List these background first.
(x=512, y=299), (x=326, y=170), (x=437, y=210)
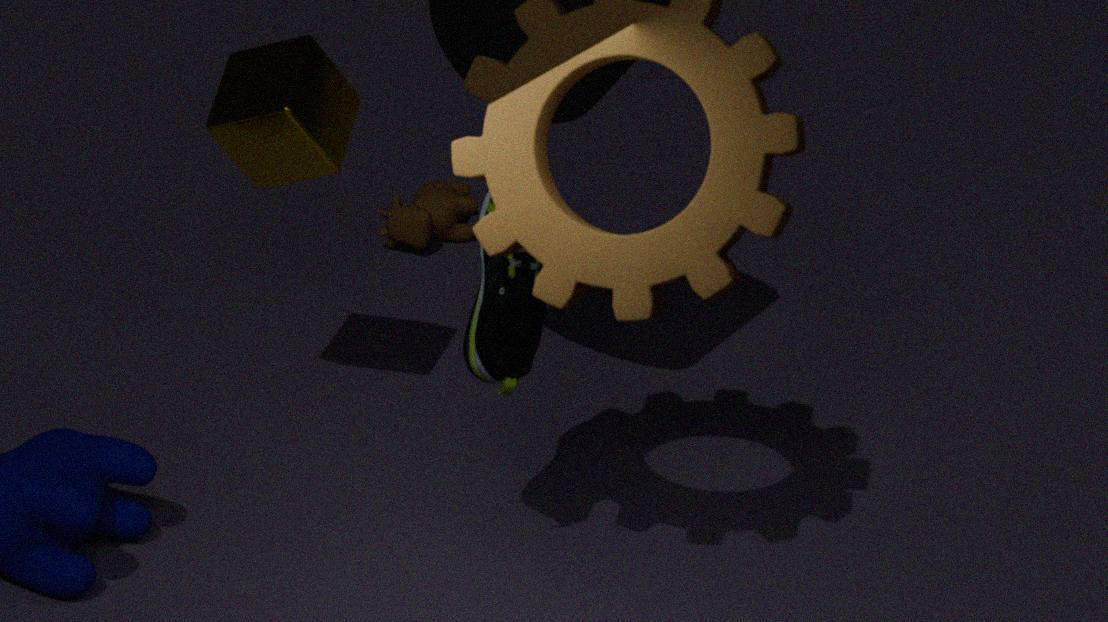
(x=437, y=210) → (x=326, y=170) → (x=512, y=299)
